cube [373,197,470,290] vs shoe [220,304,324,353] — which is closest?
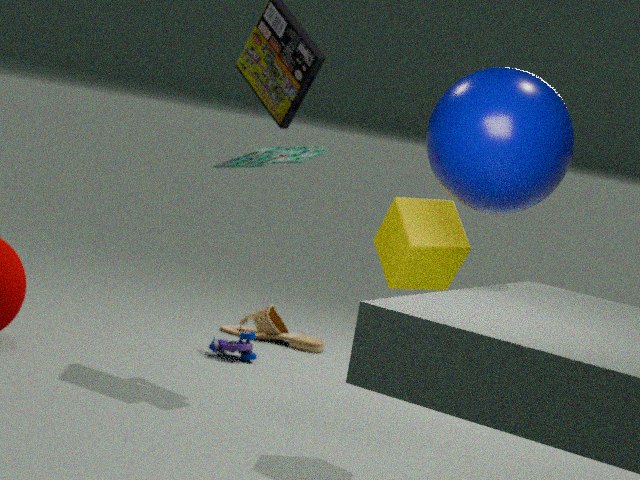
cube [373,197,470,290]
